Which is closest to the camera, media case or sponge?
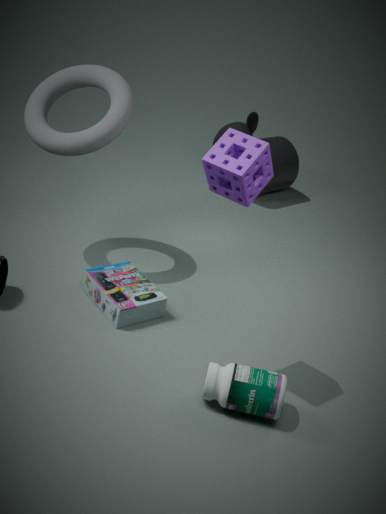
sponge
